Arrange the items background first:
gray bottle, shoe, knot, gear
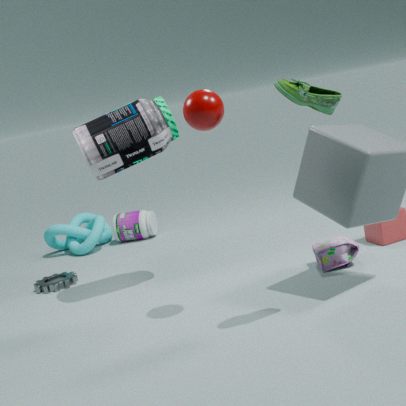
1. knot
2. gear
3. gray bottle
4. shoe
